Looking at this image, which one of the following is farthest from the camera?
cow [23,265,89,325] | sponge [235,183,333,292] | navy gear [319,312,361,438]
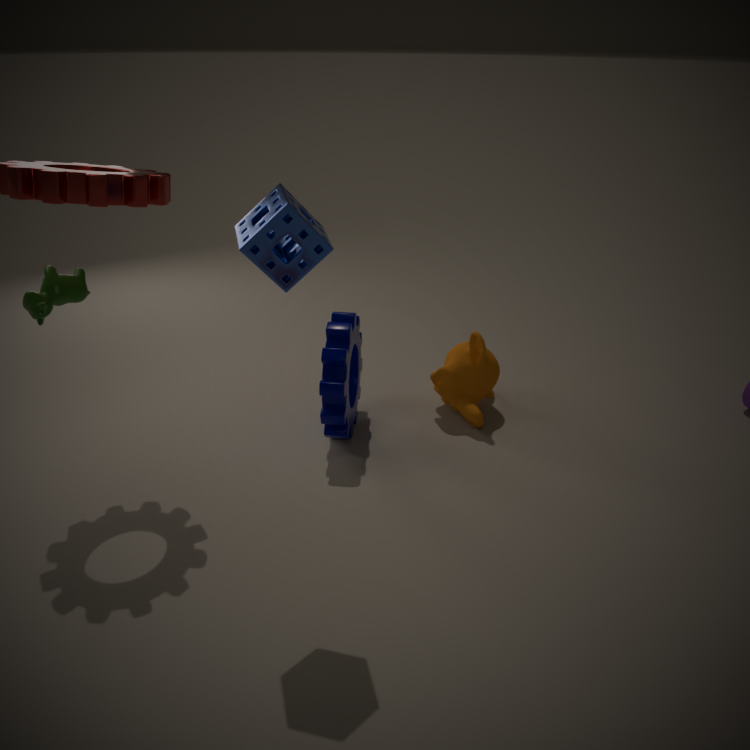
navy gear [319,312,361,438]
